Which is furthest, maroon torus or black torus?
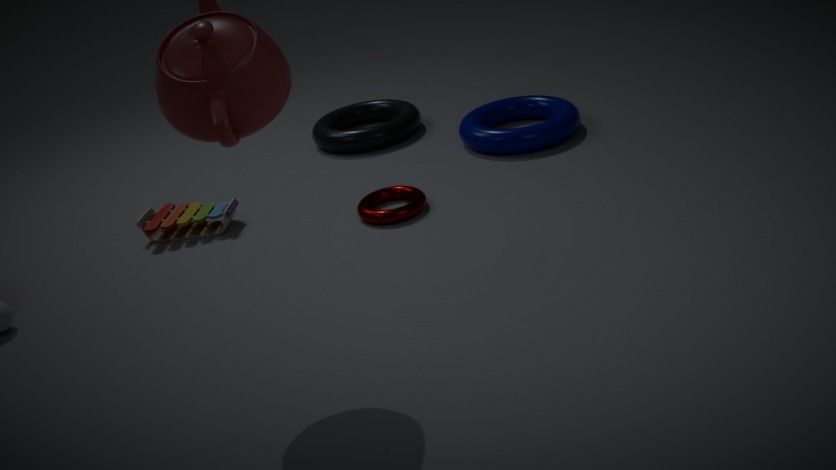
black torus
